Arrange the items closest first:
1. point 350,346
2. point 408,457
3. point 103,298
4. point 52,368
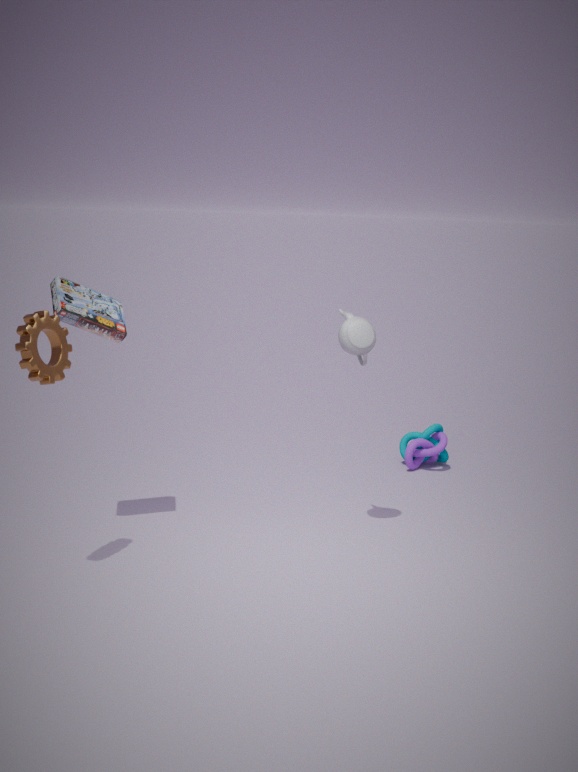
point 52,368, point 350,346, point 103,298, point 408,457
